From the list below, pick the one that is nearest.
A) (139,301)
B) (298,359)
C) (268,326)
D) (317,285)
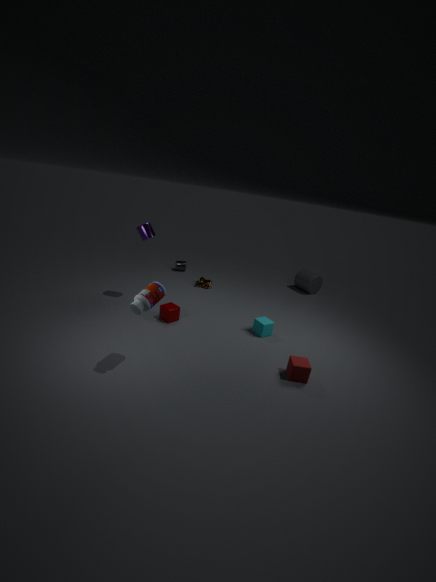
(139,301)
